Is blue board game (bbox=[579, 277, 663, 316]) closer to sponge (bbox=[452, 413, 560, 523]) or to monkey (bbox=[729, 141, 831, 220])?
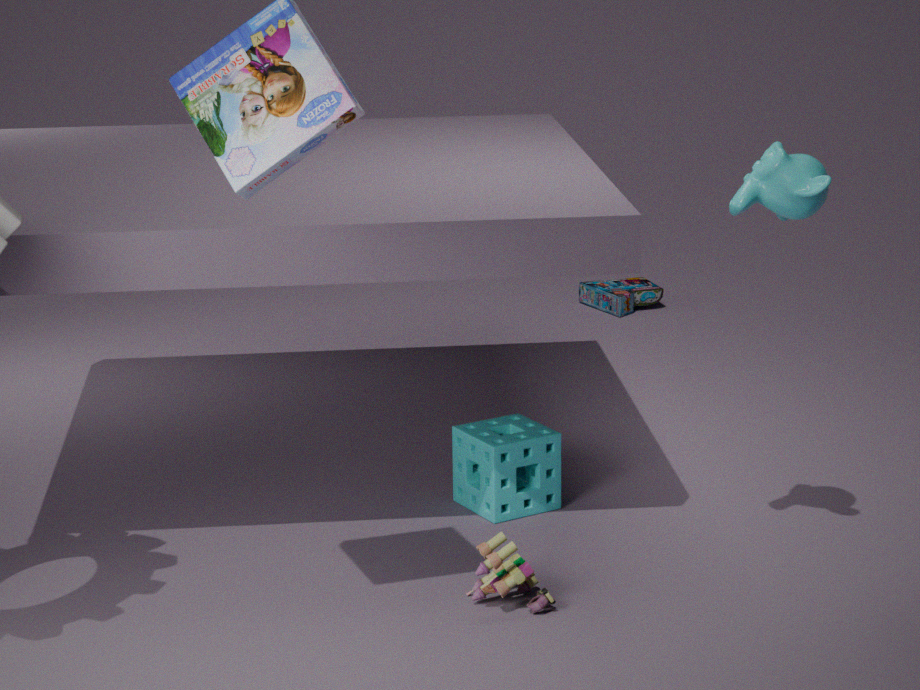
sponge (bbox=[452, 413, 560, 523])
